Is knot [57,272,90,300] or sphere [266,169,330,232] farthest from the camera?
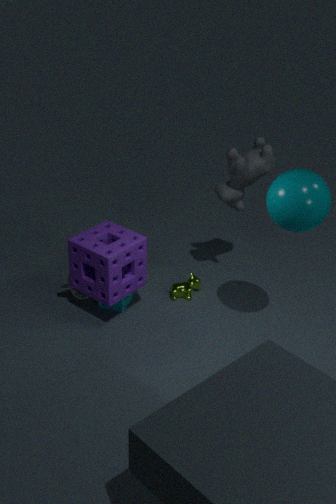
knot [57,272,90,300]
